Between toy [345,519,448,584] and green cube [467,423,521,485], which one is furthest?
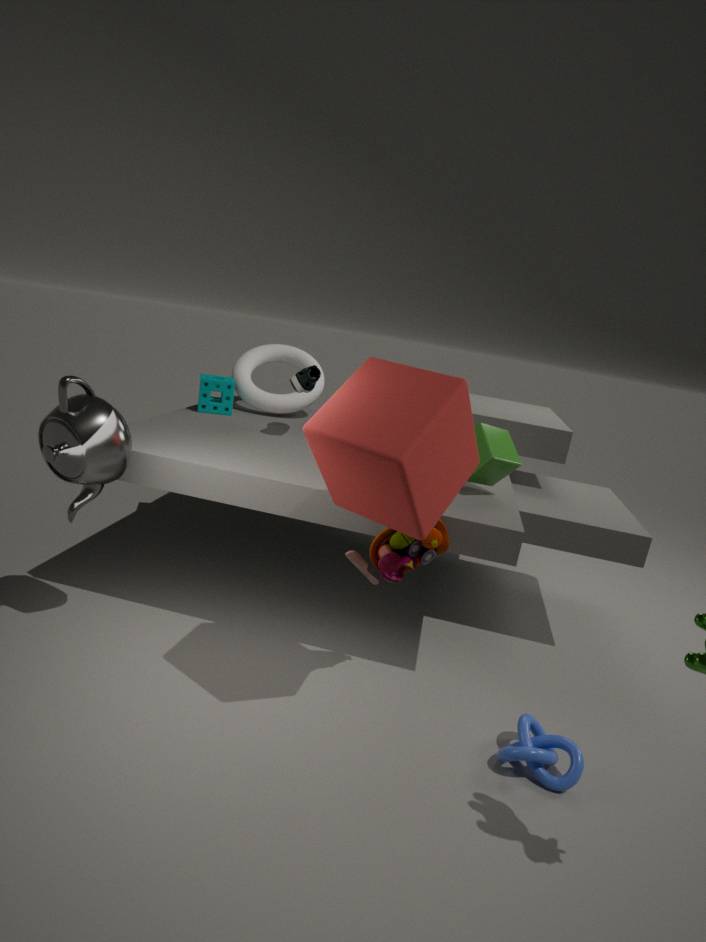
green cube [467,423,521,485]
